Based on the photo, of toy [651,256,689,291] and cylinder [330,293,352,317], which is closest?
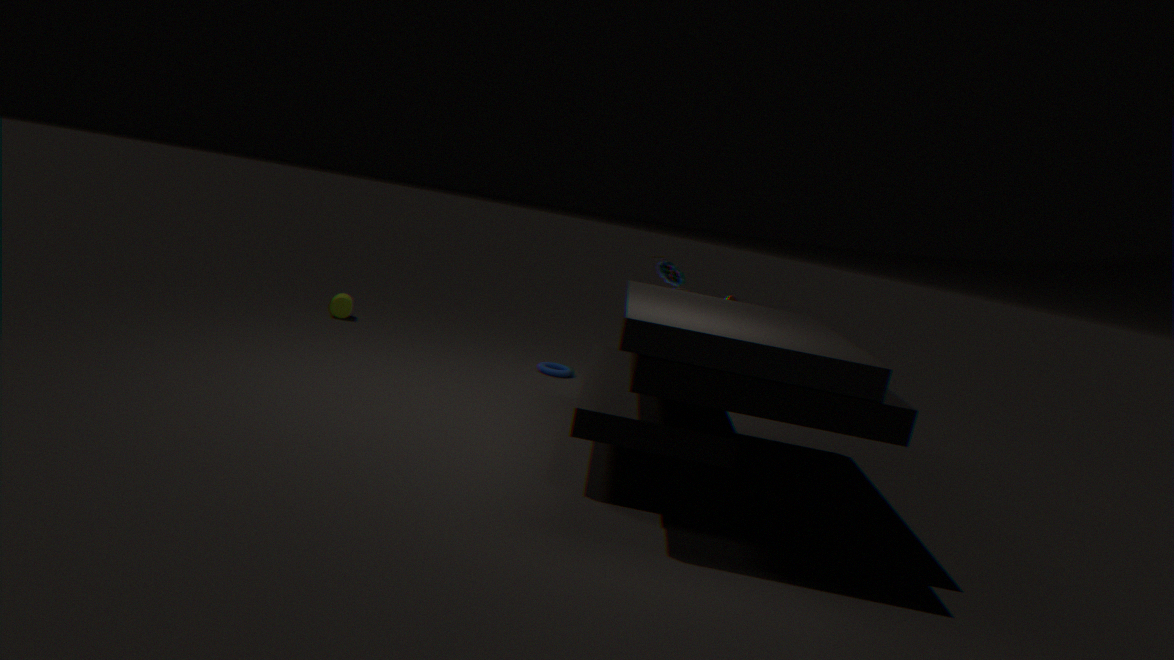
toy [651,256,689,291]
